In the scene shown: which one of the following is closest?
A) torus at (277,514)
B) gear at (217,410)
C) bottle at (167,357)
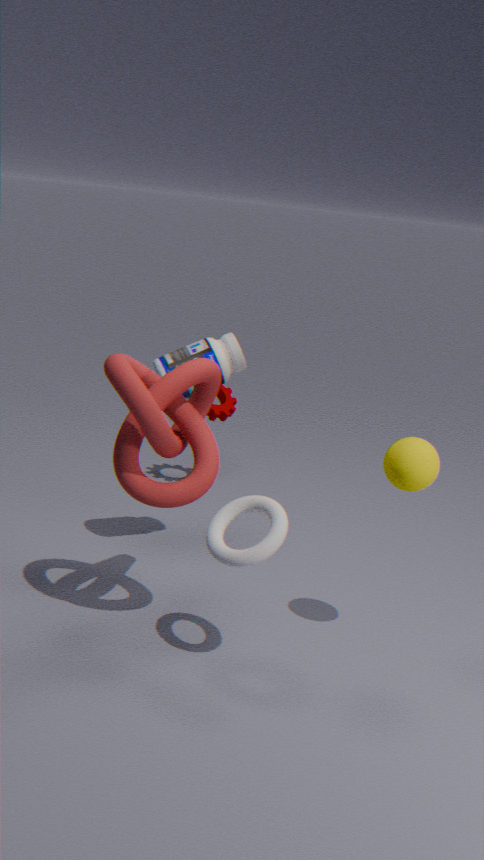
torus at (277,514)
